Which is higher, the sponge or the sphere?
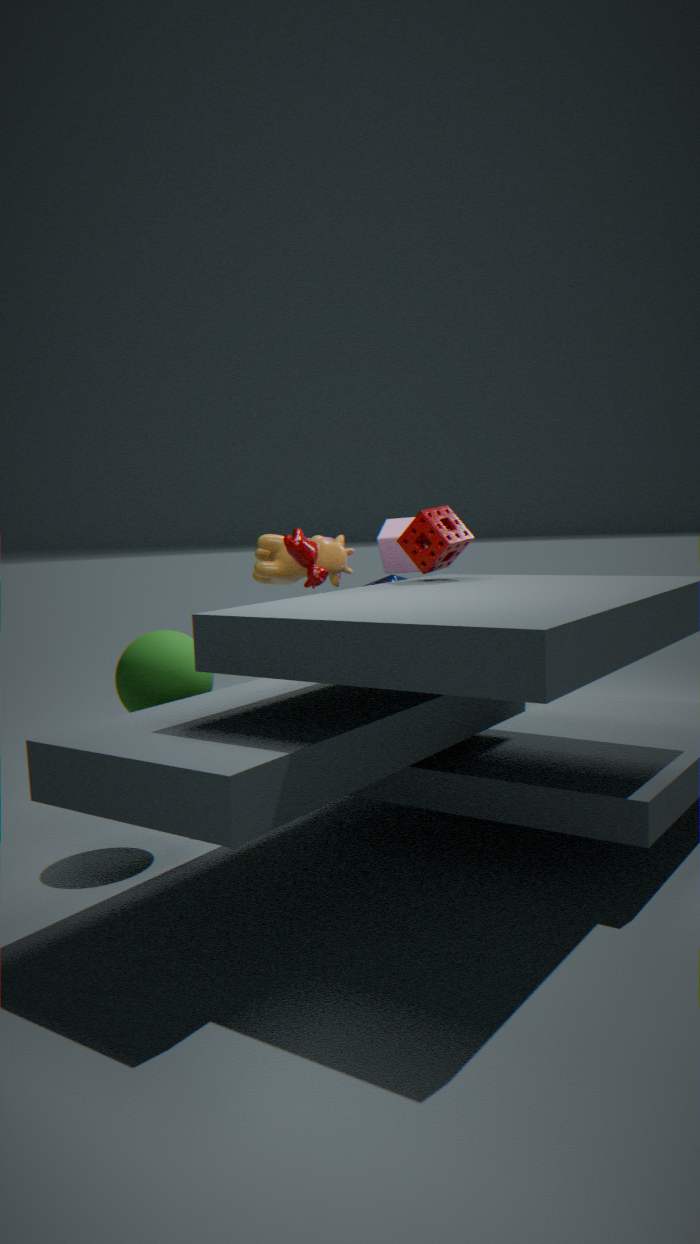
the sponge
